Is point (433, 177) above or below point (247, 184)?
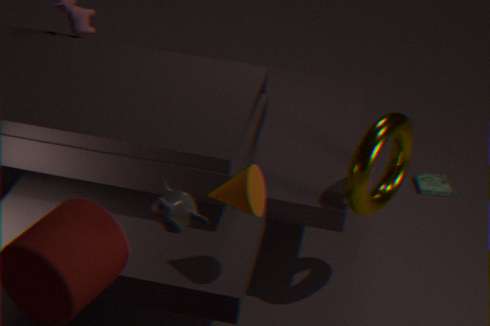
below
